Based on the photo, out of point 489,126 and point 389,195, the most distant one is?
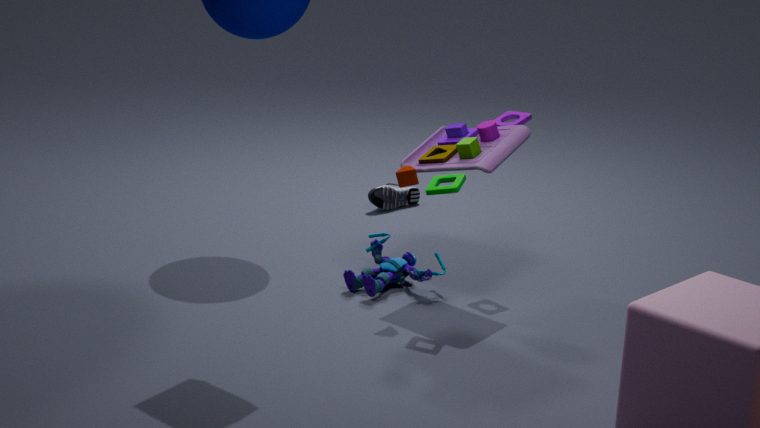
point 389,195
